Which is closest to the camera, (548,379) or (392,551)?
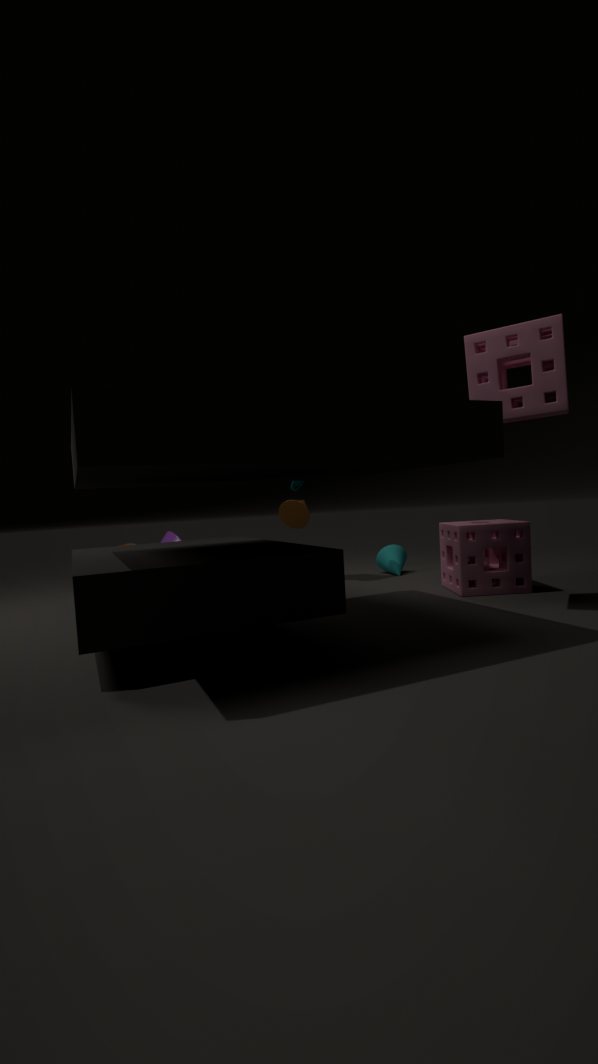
(548,379)
